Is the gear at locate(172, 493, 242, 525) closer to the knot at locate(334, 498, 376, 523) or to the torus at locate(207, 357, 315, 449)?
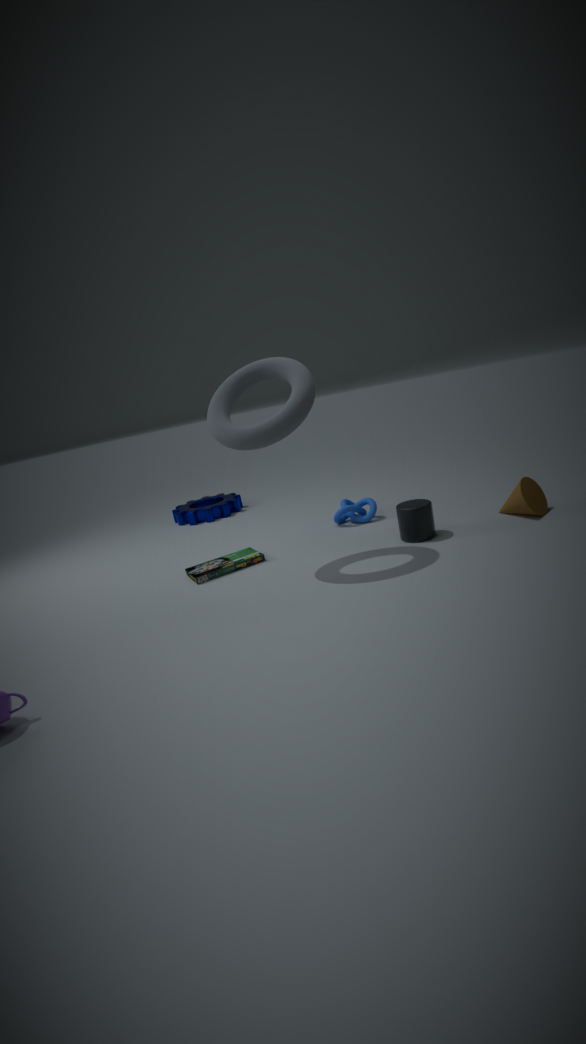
the knot at locate(334, 498, 376, 523)
